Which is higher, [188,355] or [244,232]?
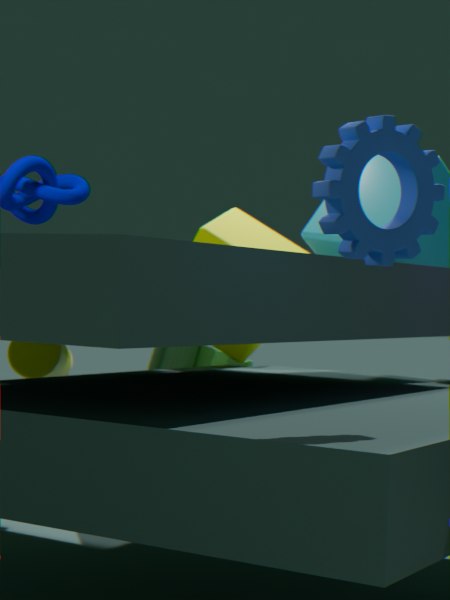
[244,232]
